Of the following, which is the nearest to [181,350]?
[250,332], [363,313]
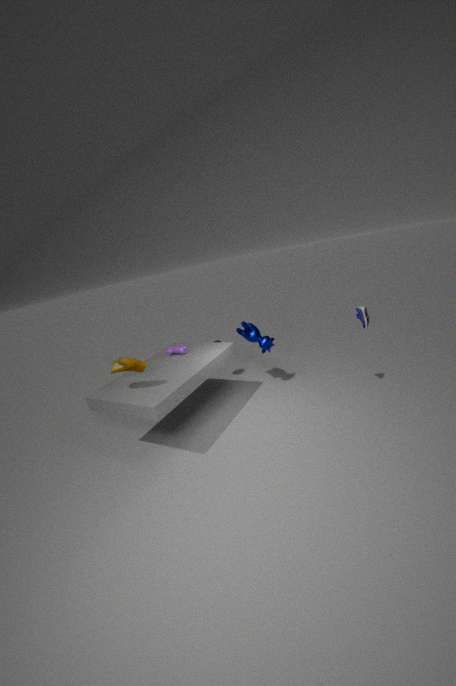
[250,332]
